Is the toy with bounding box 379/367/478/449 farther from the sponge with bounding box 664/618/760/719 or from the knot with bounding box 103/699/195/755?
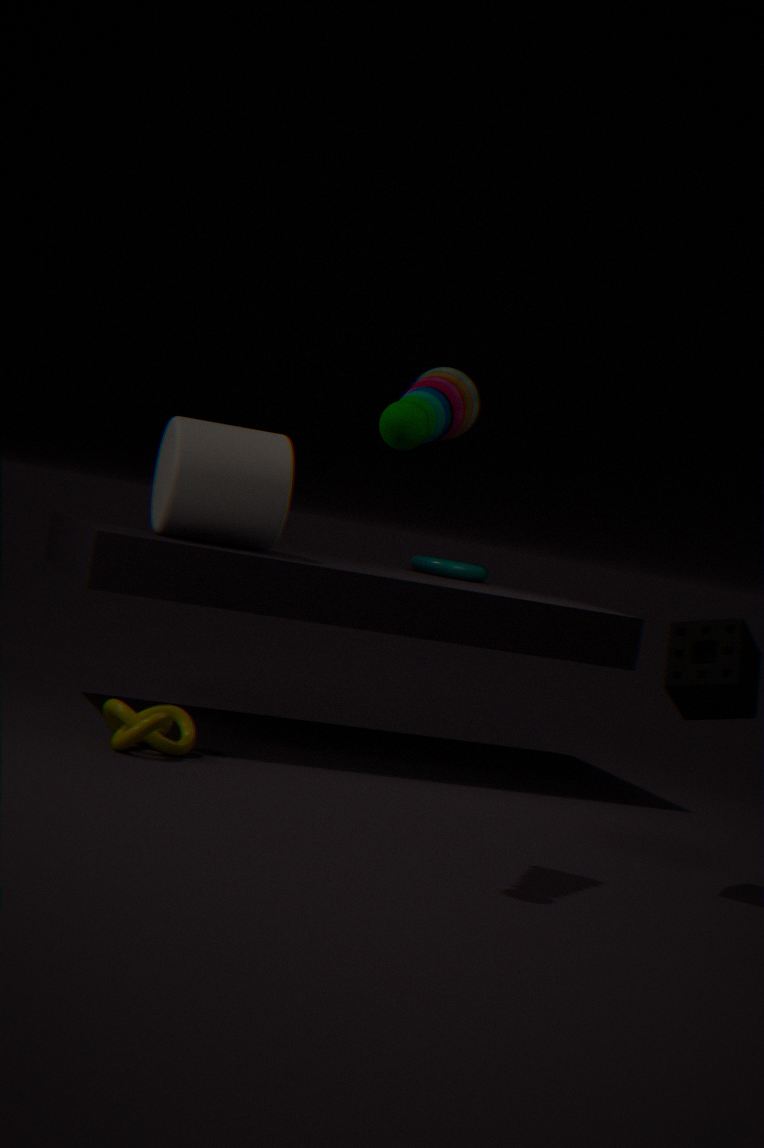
the knot with bounding box 103/699/195/755
